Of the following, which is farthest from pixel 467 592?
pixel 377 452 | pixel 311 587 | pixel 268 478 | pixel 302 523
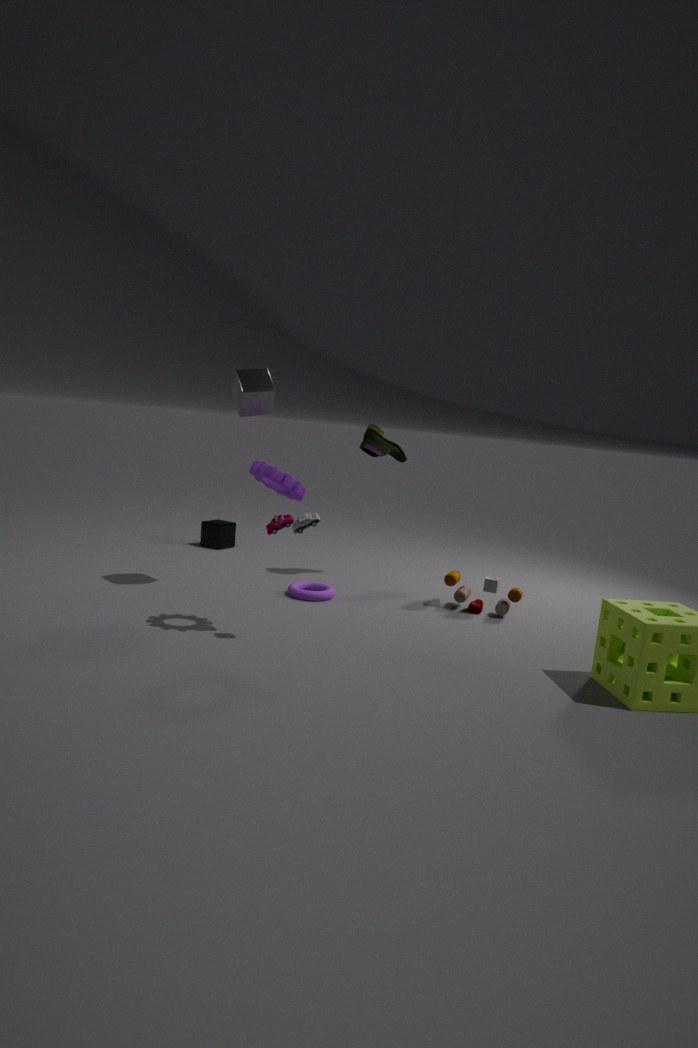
pixel 268 478
